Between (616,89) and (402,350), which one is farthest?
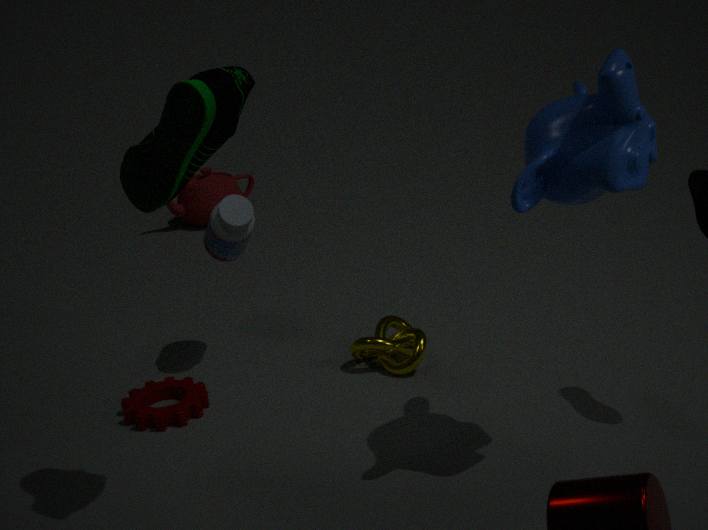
(402,350)
